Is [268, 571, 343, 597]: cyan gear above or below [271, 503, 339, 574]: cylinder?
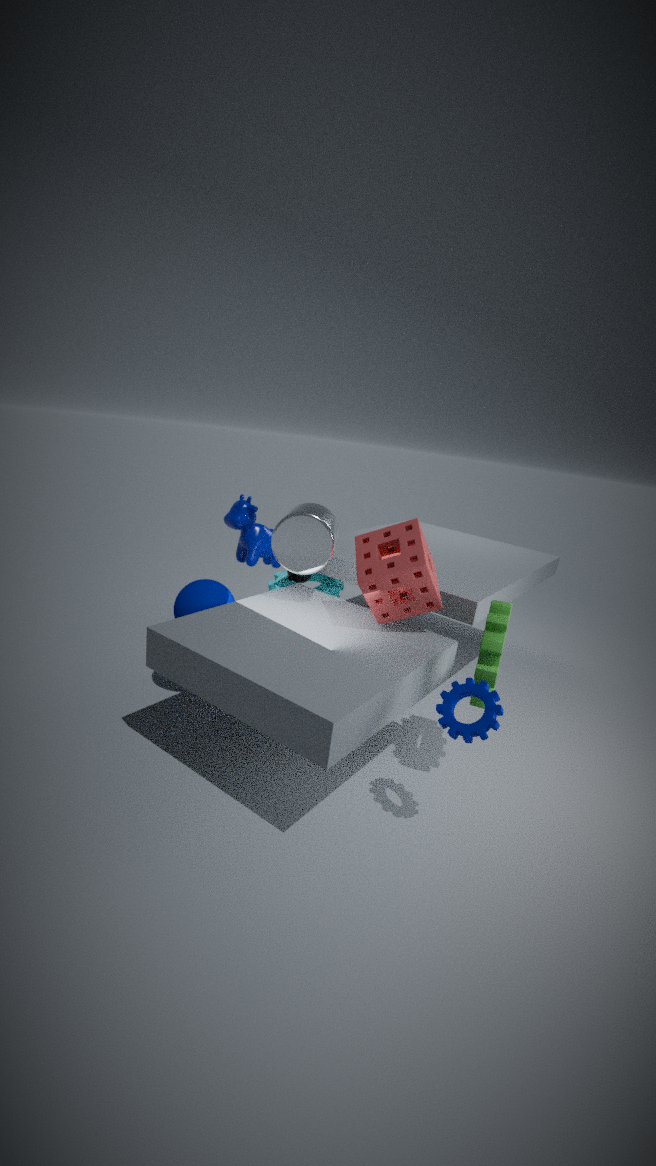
below
